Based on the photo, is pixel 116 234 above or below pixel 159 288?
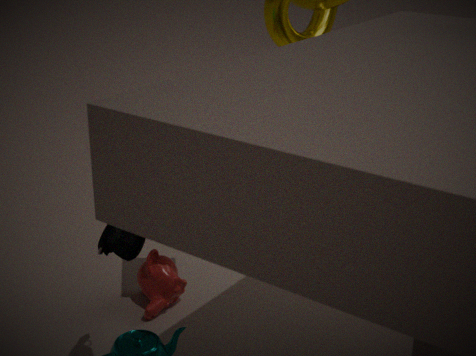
above
